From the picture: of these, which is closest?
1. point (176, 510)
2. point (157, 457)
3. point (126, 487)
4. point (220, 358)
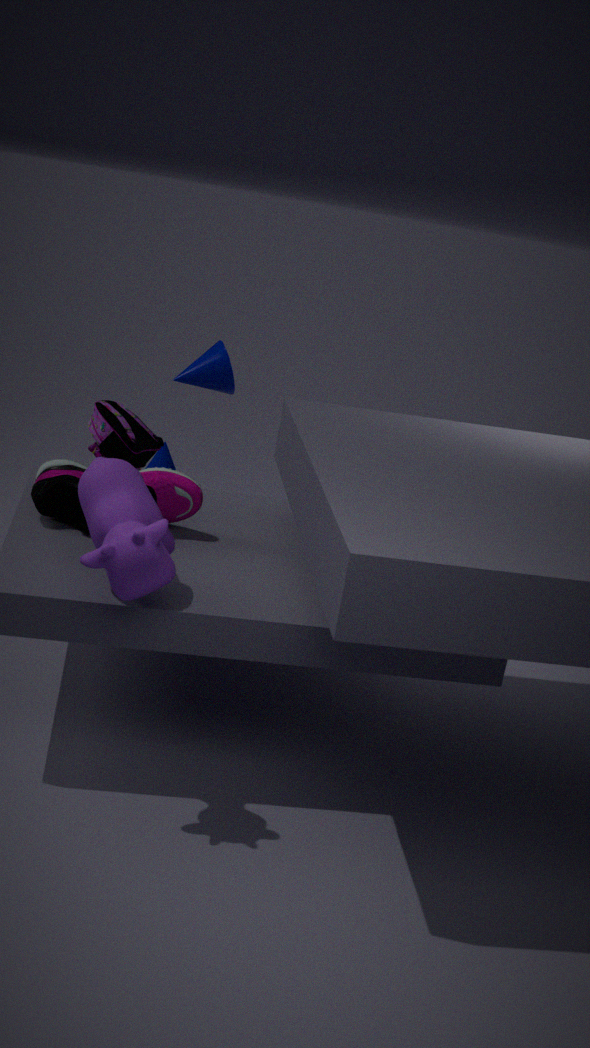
point (126, 487)
